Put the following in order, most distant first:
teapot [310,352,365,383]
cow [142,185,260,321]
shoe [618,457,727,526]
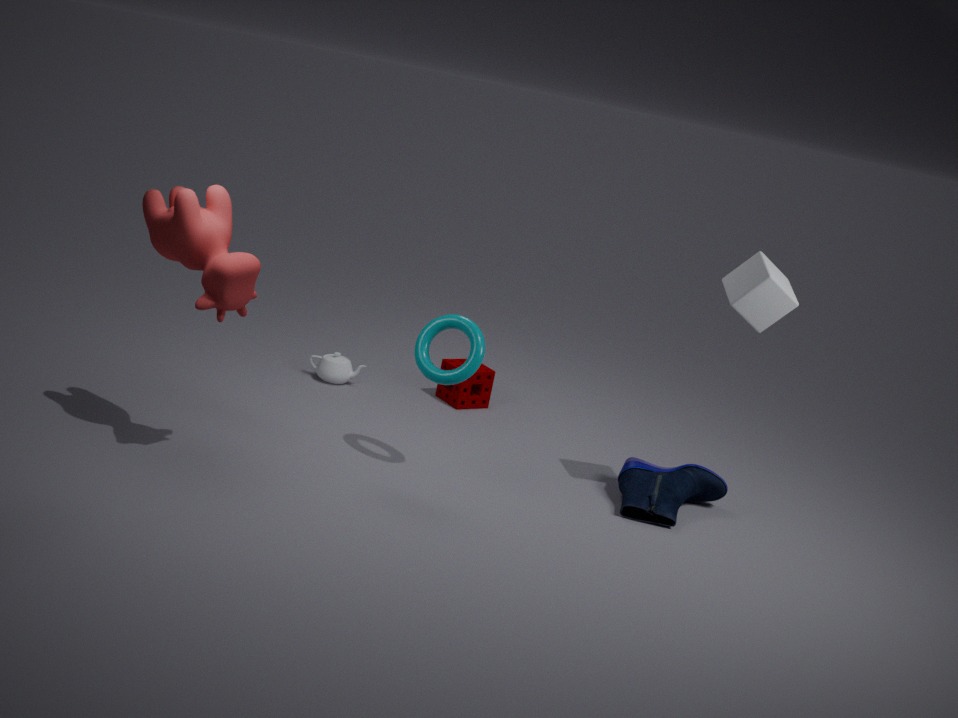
teapot [310,352,365,383] → shoe [618,457,727,526] → cow [142,185,260,321]
